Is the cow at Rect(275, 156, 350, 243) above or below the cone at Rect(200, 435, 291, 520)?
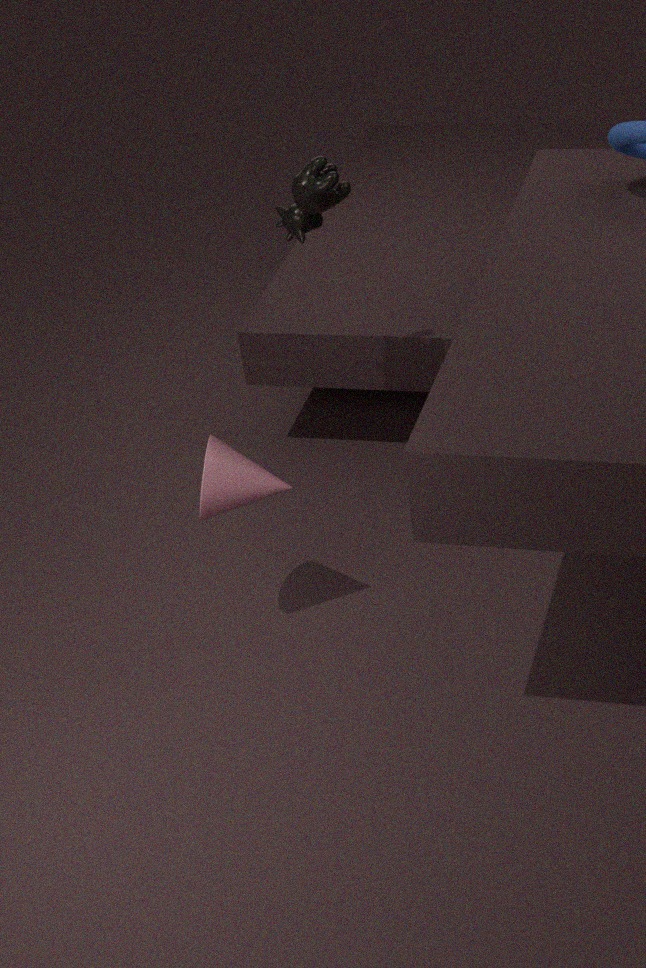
above
